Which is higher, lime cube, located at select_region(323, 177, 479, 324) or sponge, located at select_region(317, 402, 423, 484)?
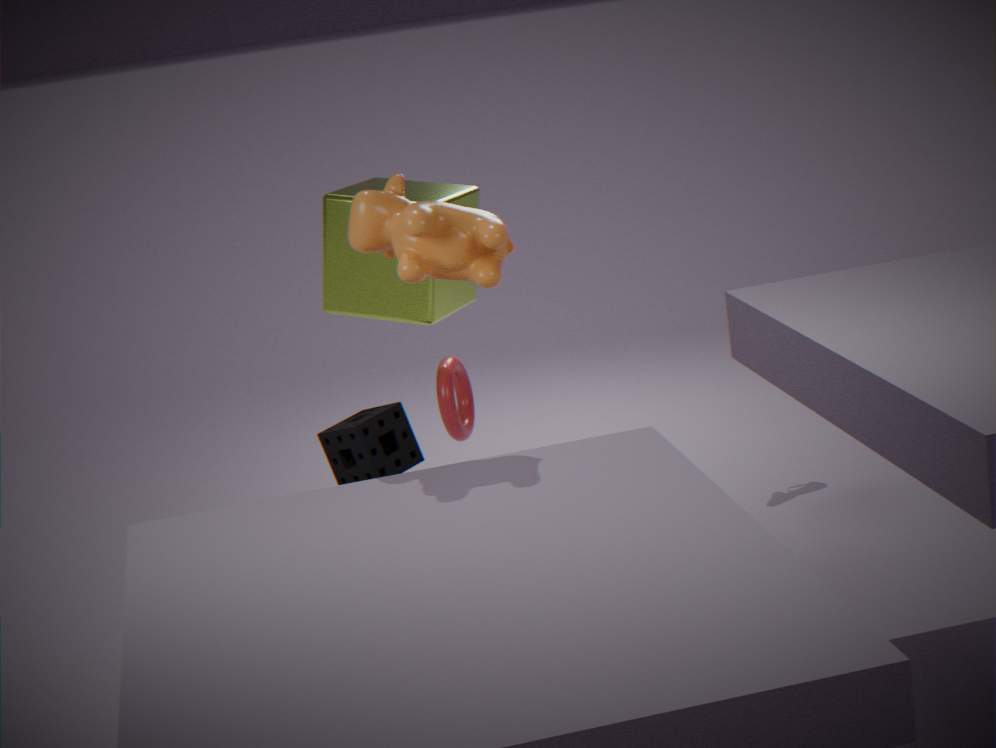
lime cube, located at select_region(323, 177, 479, 324)
